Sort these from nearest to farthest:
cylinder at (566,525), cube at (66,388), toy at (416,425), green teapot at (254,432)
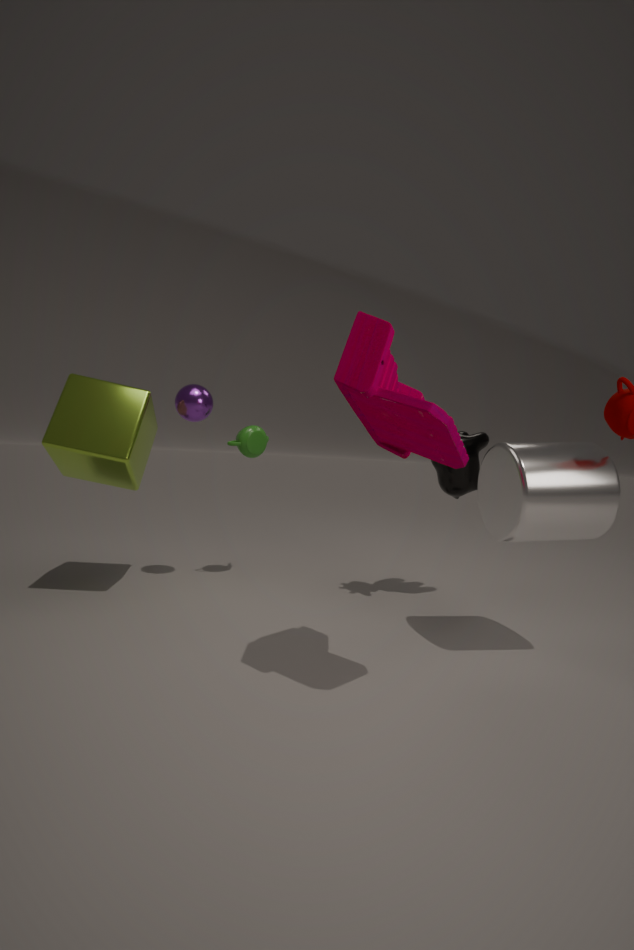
toy at (416,425), cylinder at (566,525), cube at (66,388), green teapot at (254,432)
